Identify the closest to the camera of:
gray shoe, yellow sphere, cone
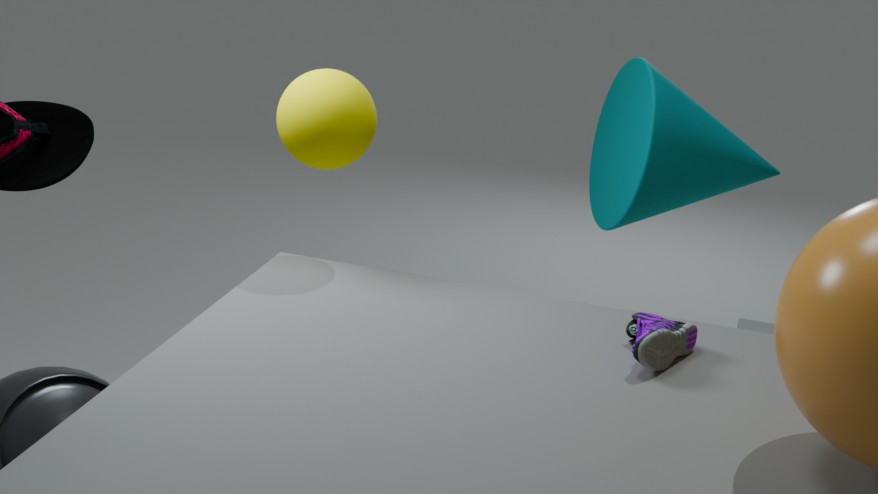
gray shoe
